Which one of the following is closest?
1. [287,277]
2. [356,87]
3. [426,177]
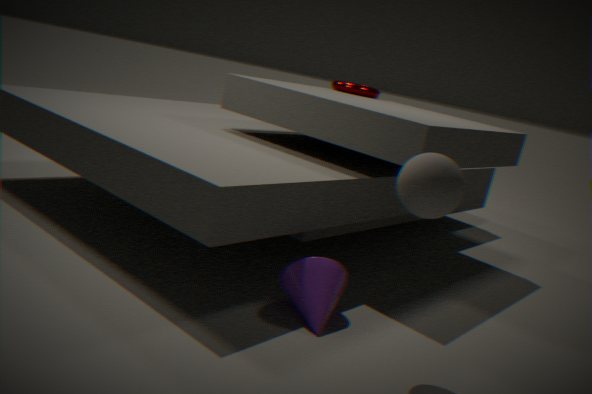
[426,177]
